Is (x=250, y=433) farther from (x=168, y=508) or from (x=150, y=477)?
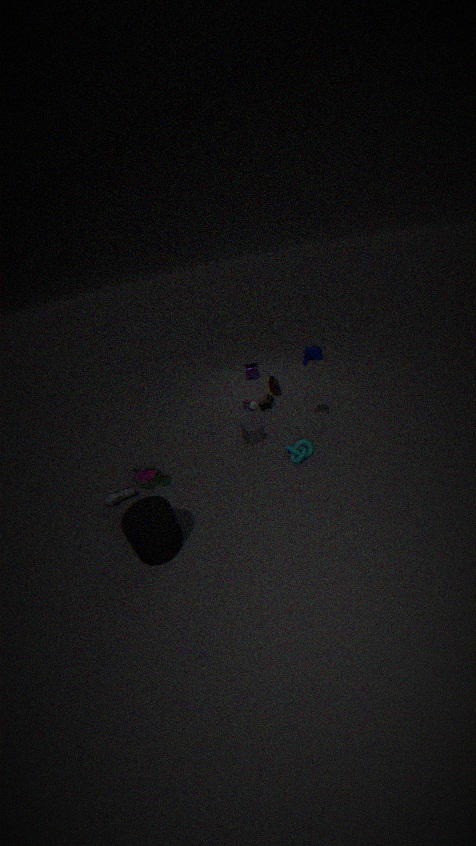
(x=168, y=508)
